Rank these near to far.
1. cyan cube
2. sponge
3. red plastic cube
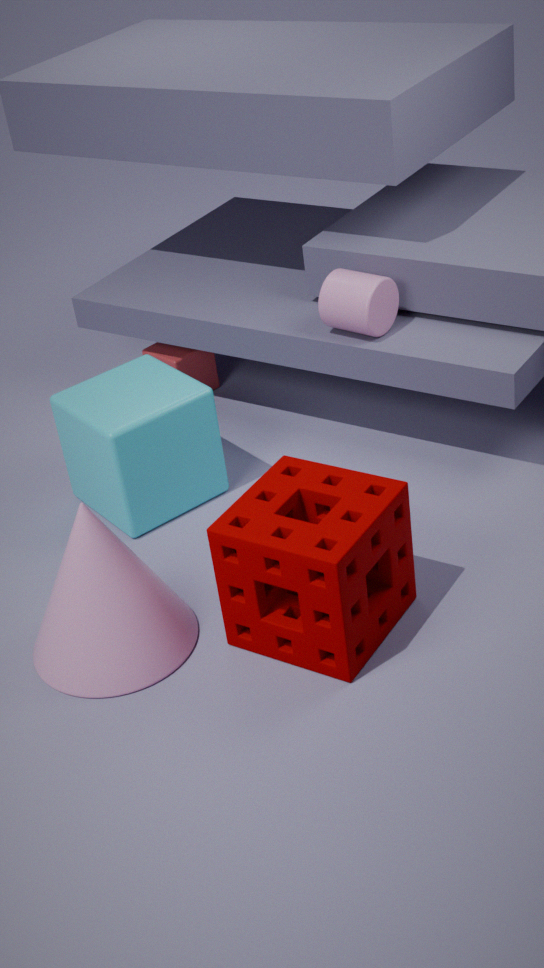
sponge, cyan cube, red plastic cube
